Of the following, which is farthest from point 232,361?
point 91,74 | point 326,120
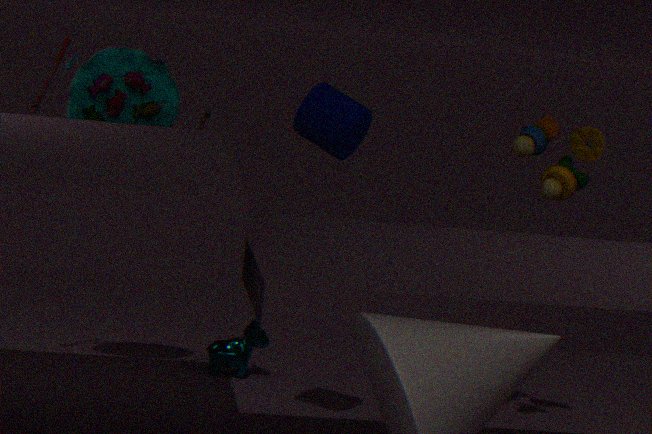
point 326,120
